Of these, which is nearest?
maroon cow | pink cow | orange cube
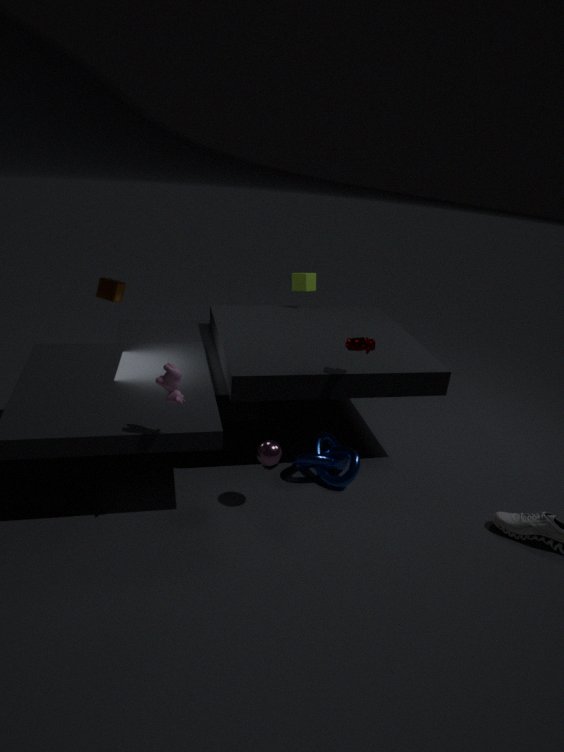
pink cow
